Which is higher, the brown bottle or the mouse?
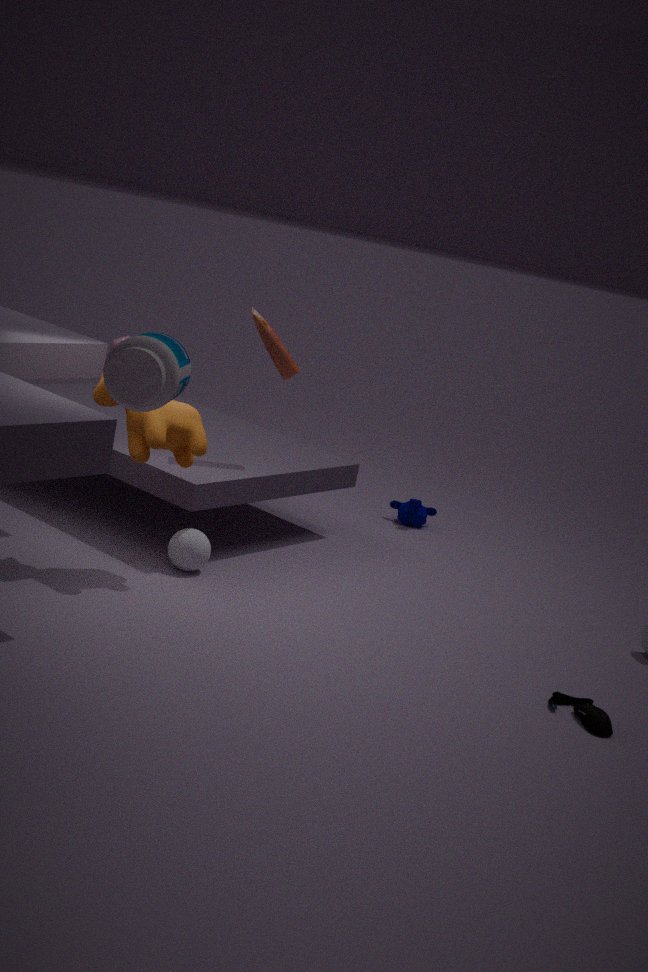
the brown bottle
